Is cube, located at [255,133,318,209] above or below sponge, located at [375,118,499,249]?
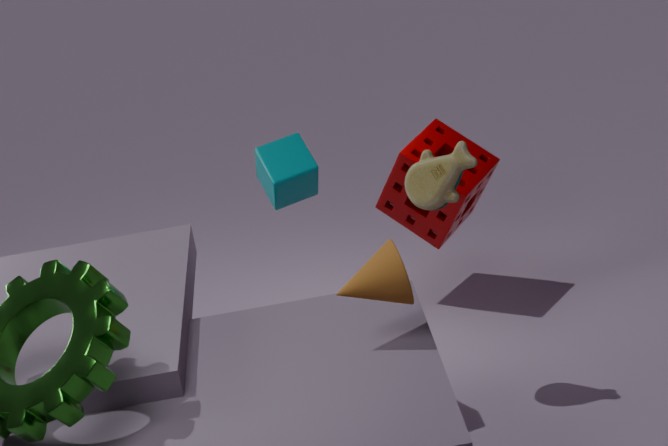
above
